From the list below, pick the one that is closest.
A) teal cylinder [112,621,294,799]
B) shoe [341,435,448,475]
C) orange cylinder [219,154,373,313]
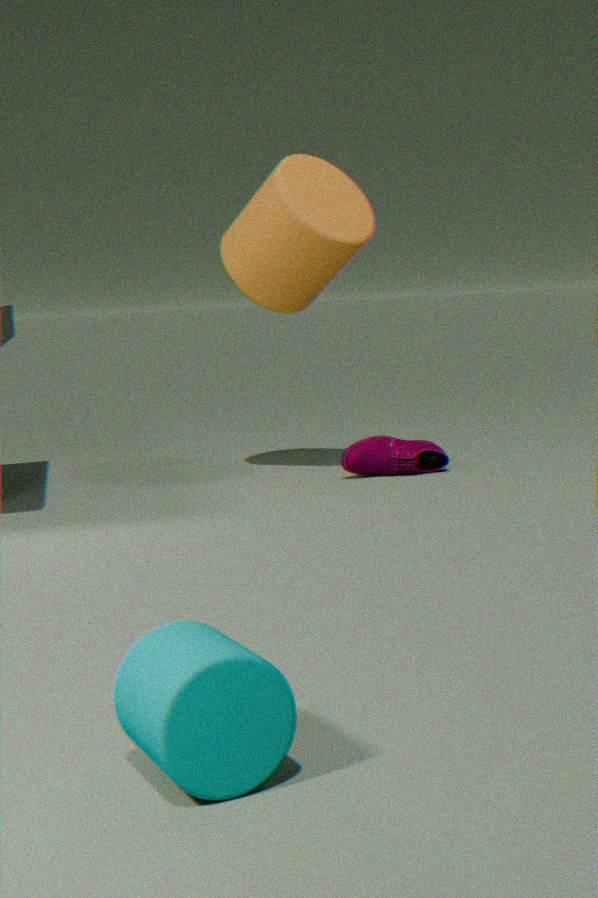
teal cylinder [112,621,294,799]
